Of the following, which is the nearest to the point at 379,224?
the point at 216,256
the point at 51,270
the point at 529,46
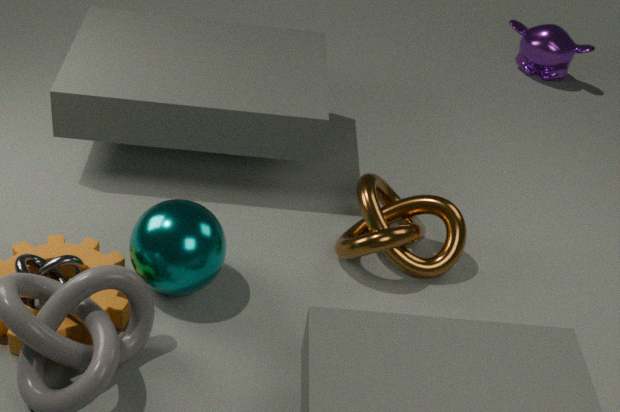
the point at 216,256
